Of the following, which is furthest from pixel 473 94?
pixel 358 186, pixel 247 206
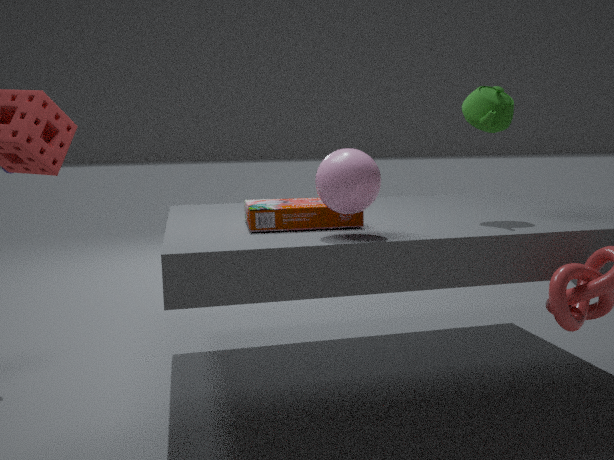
pixel 247 206
